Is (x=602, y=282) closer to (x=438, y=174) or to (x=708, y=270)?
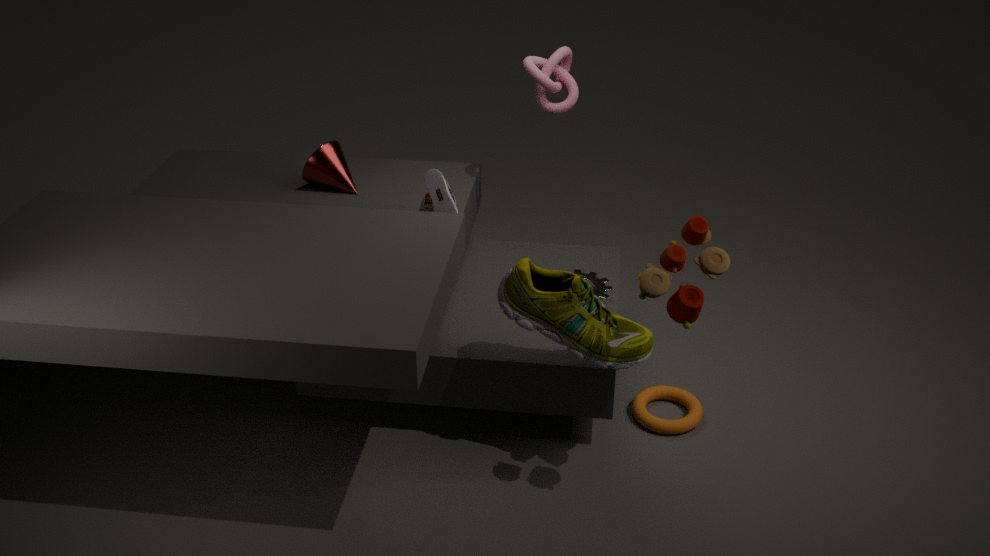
(x=438, y=174)
